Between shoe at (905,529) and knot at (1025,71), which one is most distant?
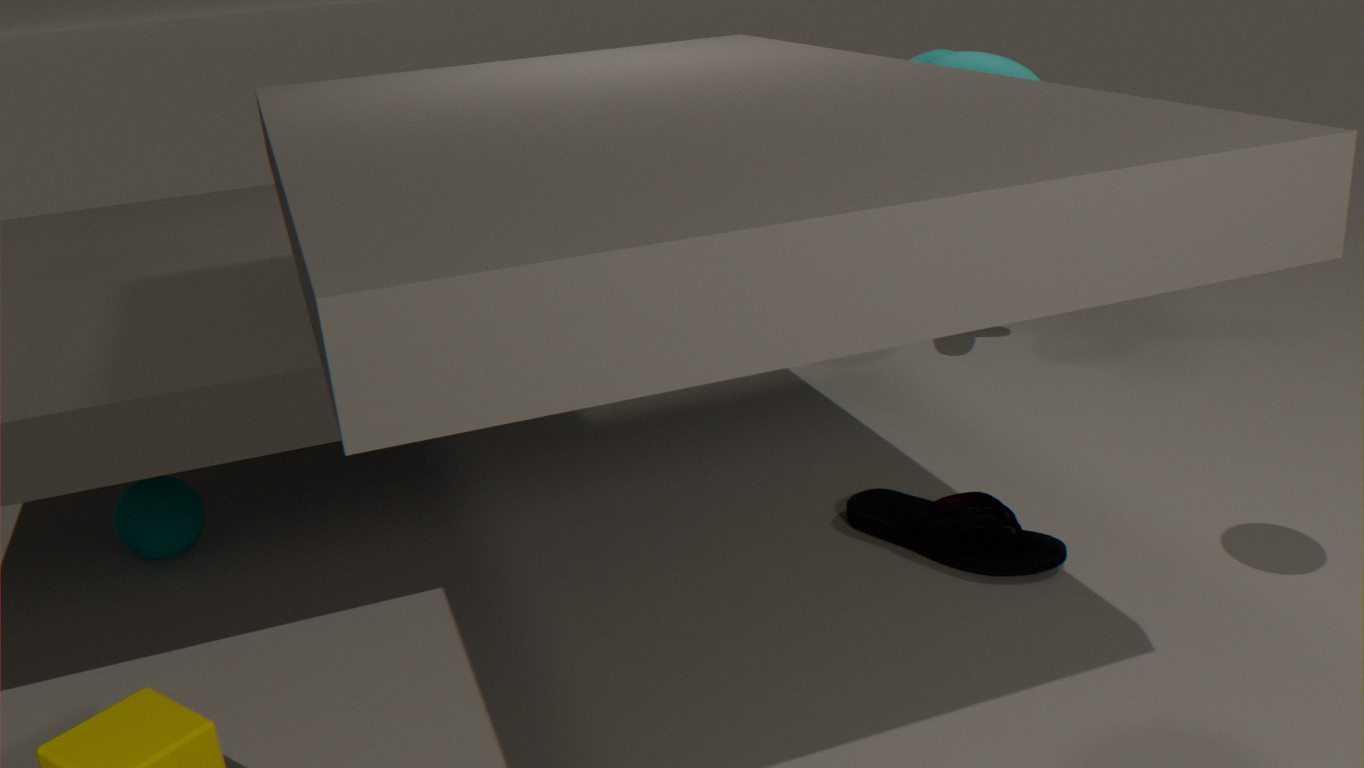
knot at (1025,71)
